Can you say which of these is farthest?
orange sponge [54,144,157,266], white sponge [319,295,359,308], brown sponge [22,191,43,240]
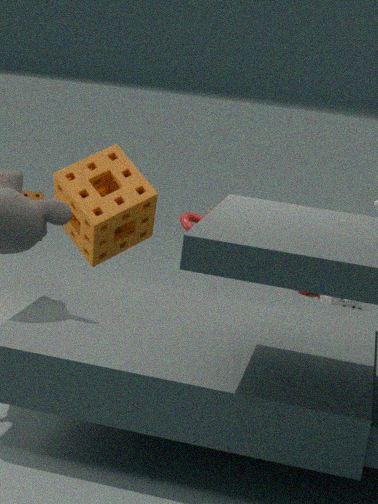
white sponge [319,295,359,308]
